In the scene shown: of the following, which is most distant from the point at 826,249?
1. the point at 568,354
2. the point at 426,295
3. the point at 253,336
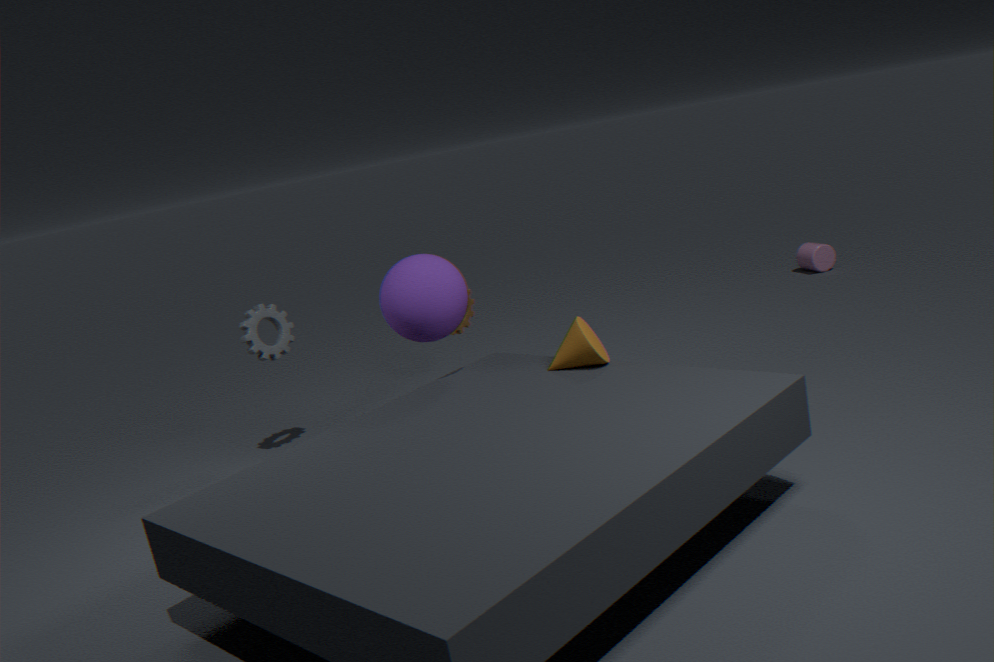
the point at 253,336
